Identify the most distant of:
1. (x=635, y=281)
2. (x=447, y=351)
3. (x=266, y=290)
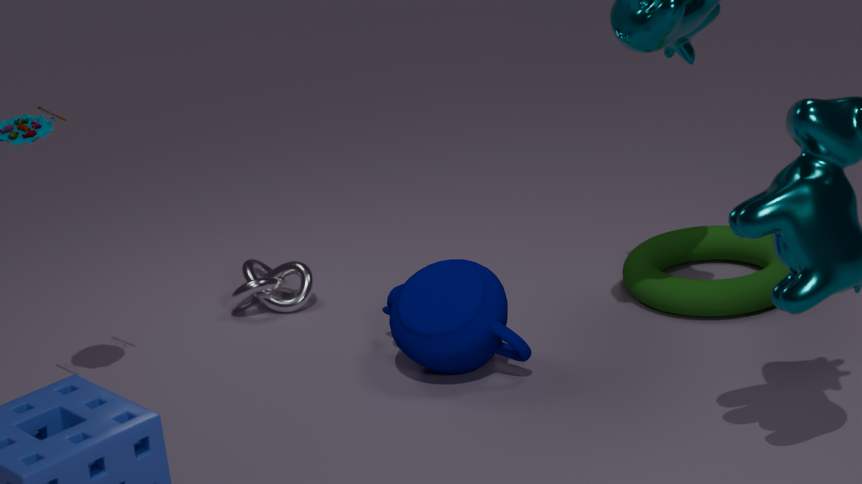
(x=266, y=290)
